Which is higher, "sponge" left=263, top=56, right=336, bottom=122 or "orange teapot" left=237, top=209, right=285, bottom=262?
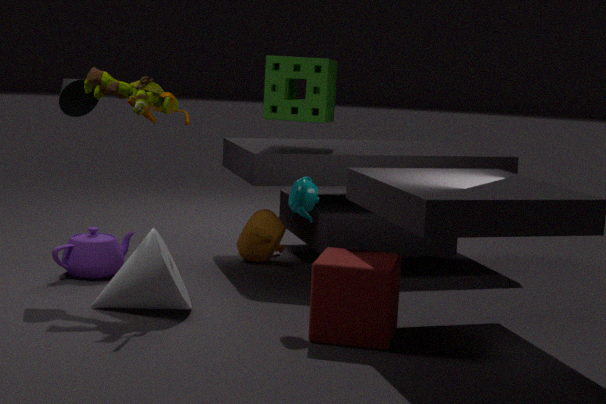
"sponge" left=263, top=56, right=336, bottom=122
